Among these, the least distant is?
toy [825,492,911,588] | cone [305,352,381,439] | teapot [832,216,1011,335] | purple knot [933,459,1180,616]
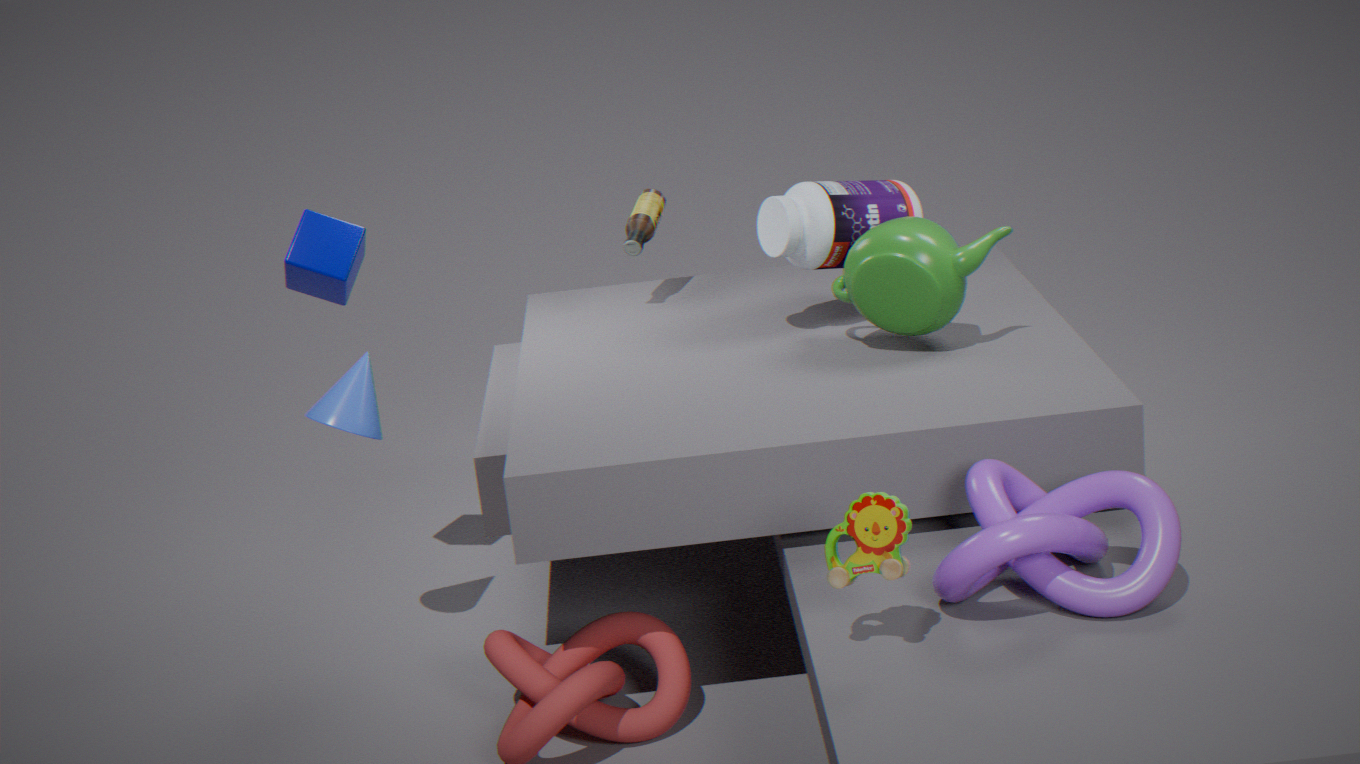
toy [825,492,911,588]
